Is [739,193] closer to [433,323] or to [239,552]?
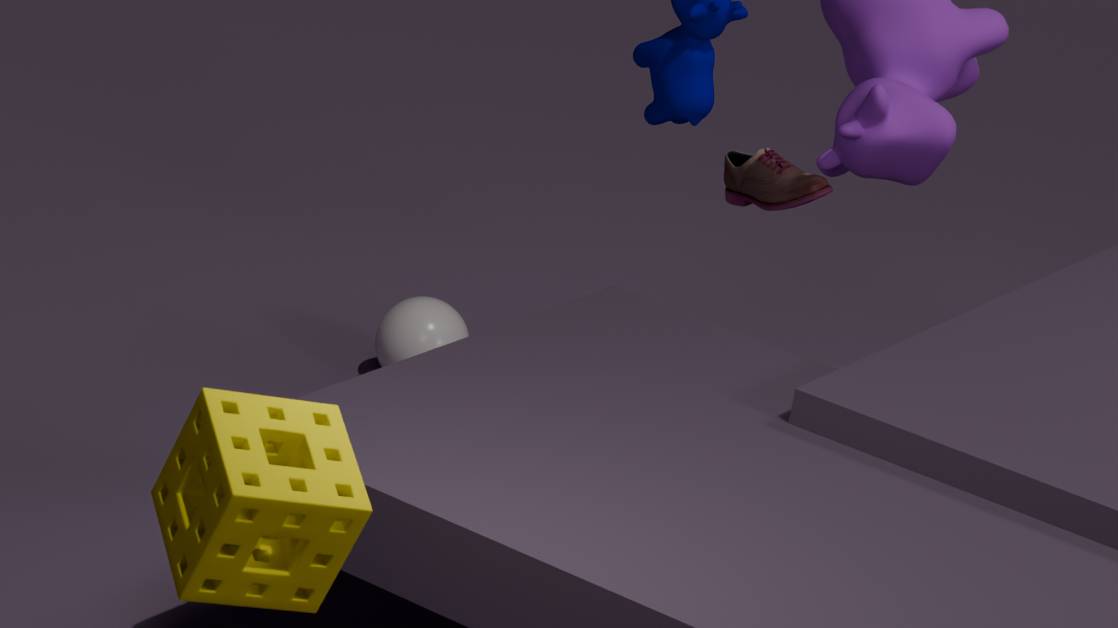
[433,323]
